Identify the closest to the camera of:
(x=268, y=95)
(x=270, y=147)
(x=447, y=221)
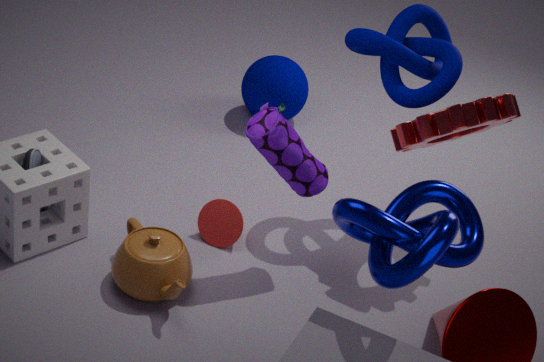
(x=447, y=221)
